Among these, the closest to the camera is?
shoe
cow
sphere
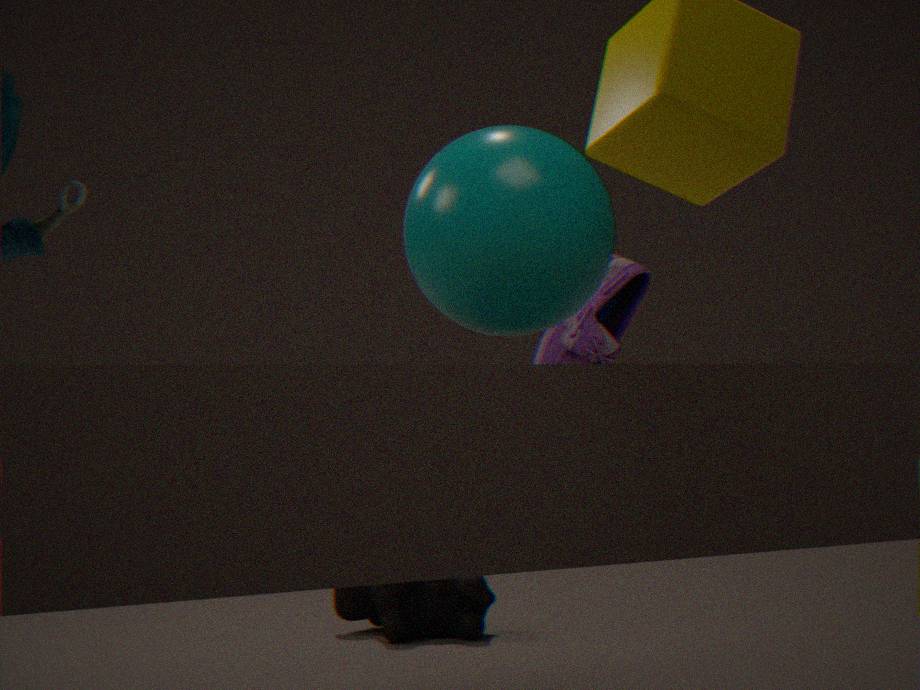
sphere
